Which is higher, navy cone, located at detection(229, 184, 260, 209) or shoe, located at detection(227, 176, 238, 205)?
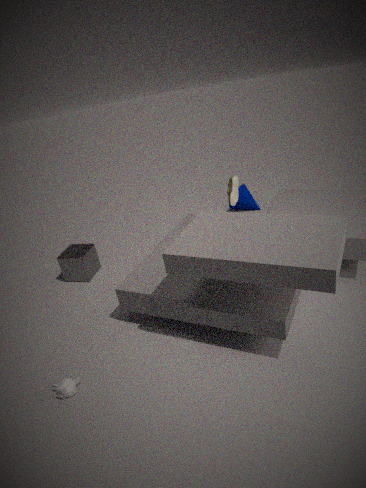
shoe, located at detection(227, 176, 238, 205)
